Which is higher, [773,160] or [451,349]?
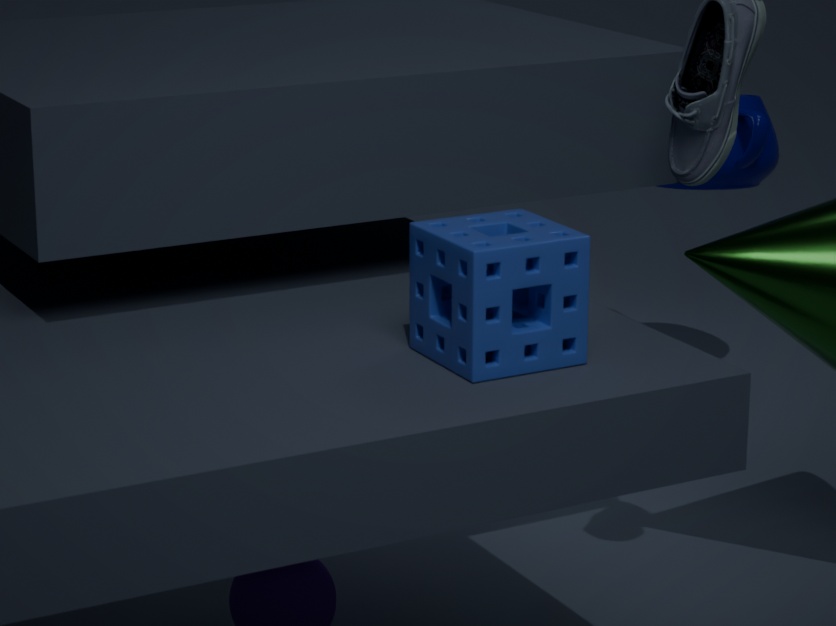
[451,349]
